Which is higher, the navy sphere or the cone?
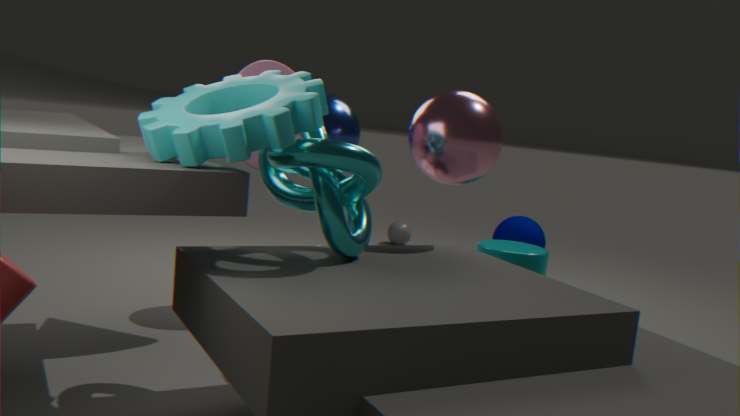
the cone
